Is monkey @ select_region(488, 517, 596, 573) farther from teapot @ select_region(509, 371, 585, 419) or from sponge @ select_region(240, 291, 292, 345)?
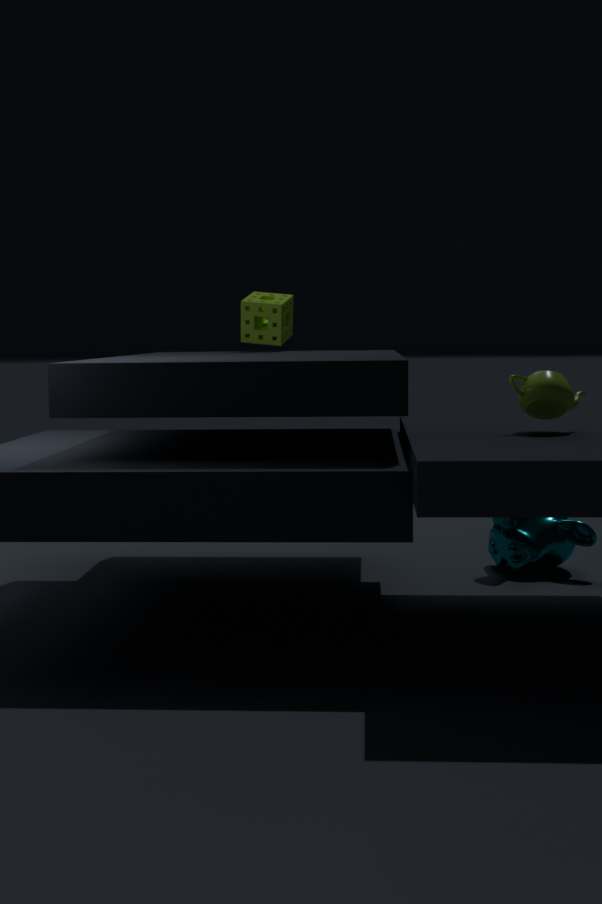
sponge @ select_region(240, 291, 292, 345)
